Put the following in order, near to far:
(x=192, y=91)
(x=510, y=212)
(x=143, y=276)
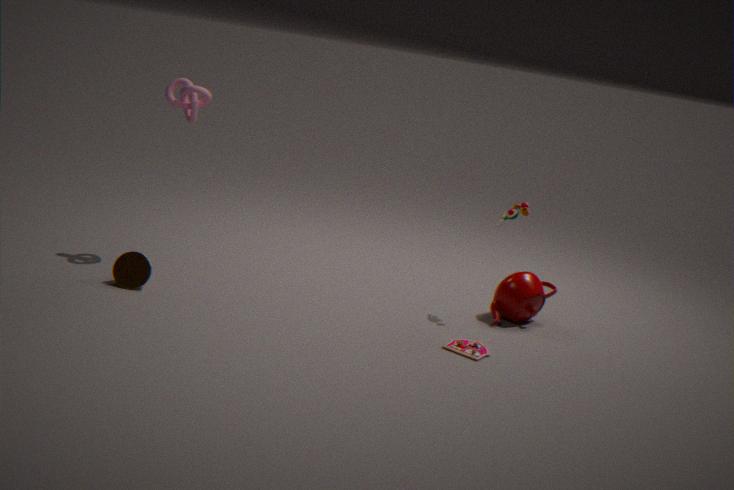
(x=143, y=276)
(x=192, y=91)
(x=510, y=212)
